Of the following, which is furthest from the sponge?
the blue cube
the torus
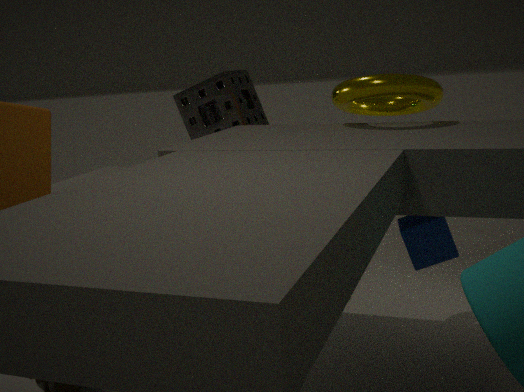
the blue cube
